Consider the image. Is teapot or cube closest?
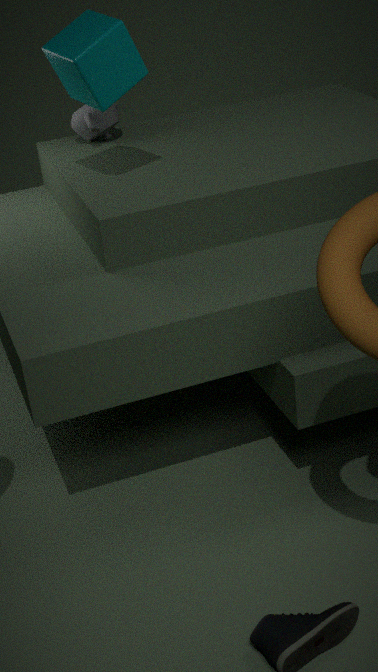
cube
